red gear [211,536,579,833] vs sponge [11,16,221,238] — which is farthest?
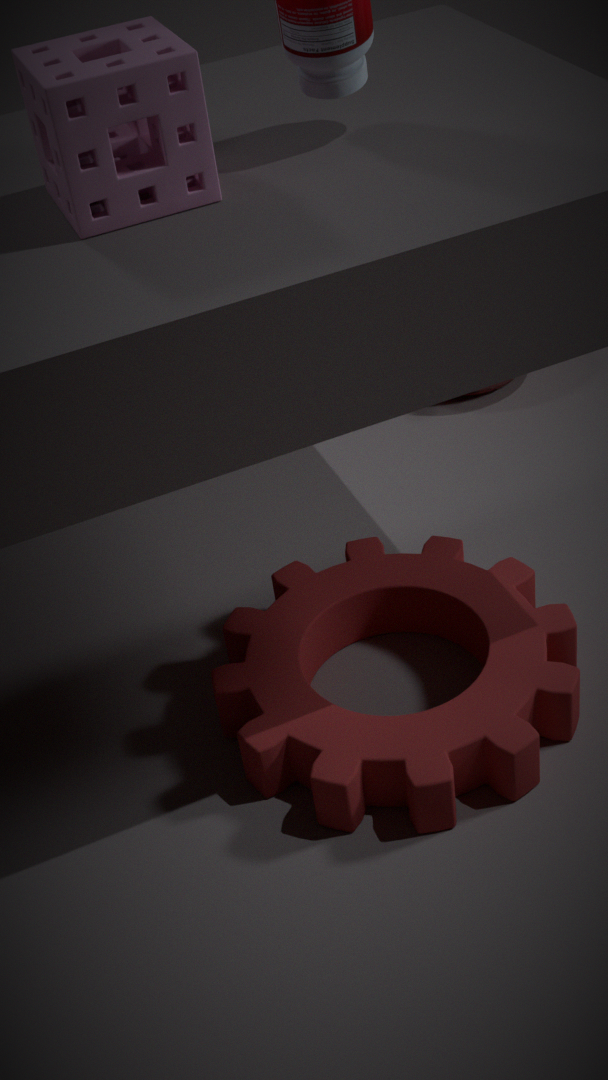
red gear [211,536,579,833]
